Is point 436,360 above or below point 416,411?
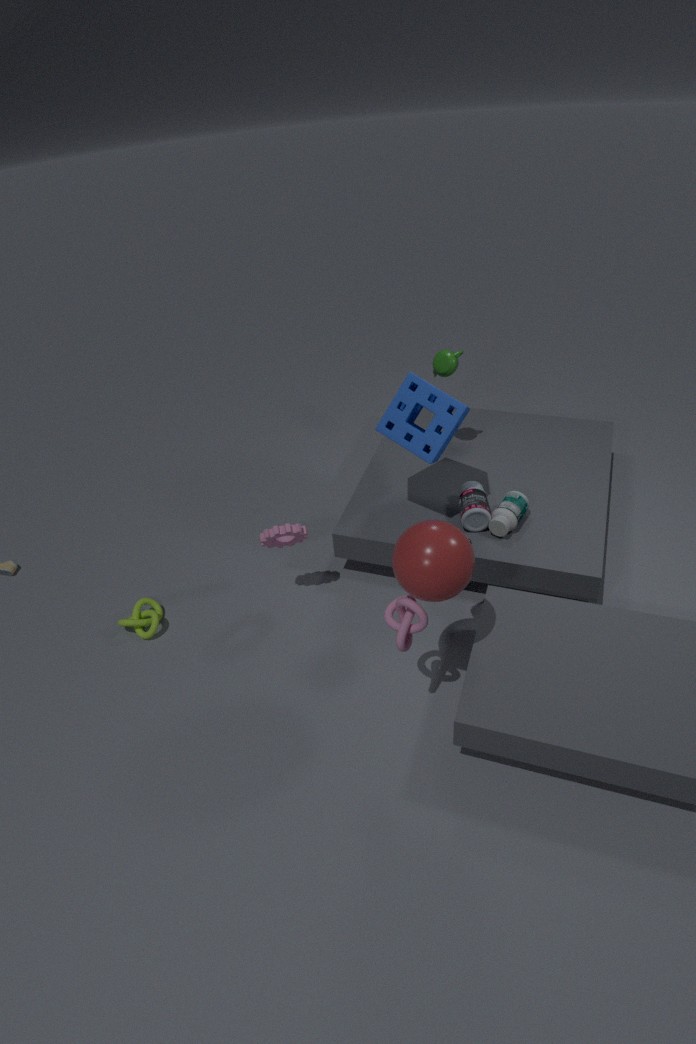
above
